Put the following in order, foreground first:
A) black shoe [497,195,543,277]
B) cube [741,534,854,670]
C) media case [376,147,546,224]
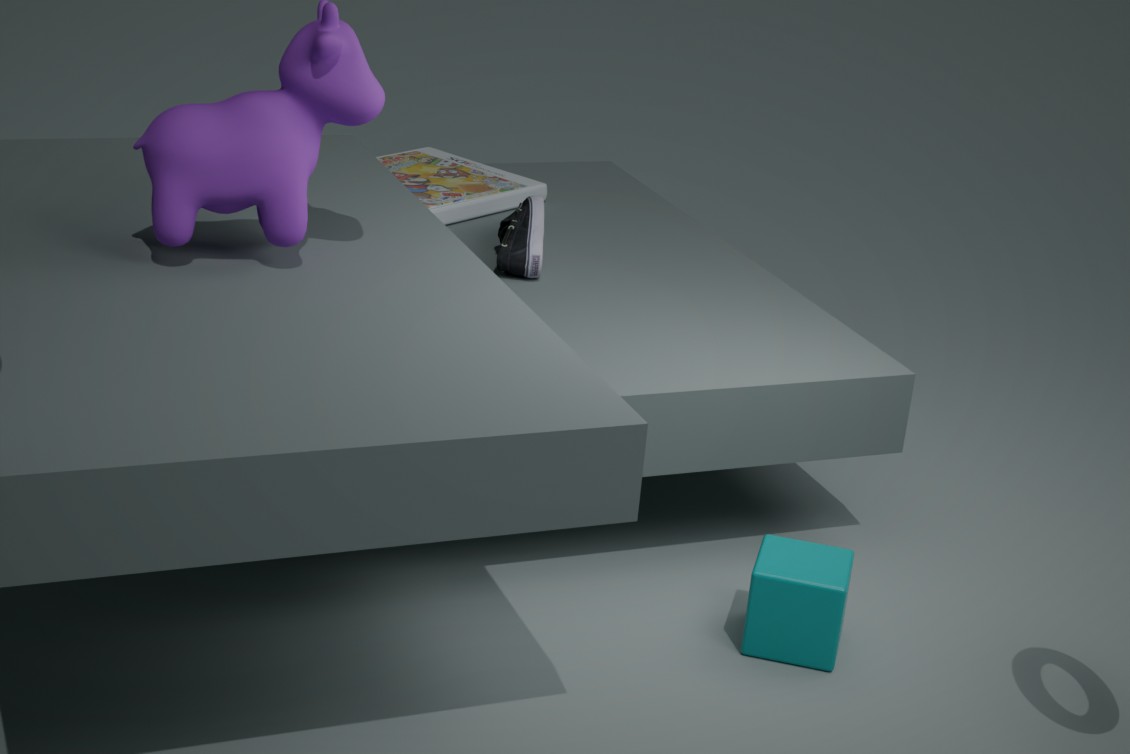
1. cube [741,534,854,670]
2. black shoe [497,195,543,277]
3. media case [376,147,546,224]
